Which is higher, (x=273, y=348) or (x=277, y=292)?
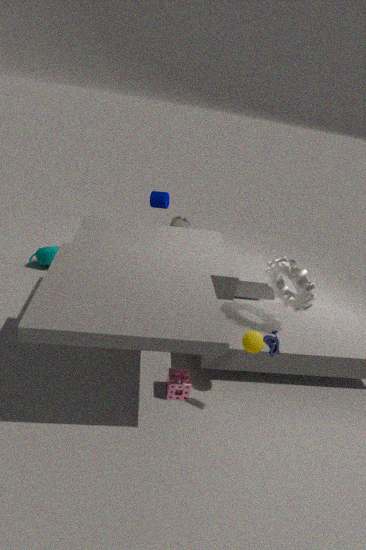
(x=277, y=292)
